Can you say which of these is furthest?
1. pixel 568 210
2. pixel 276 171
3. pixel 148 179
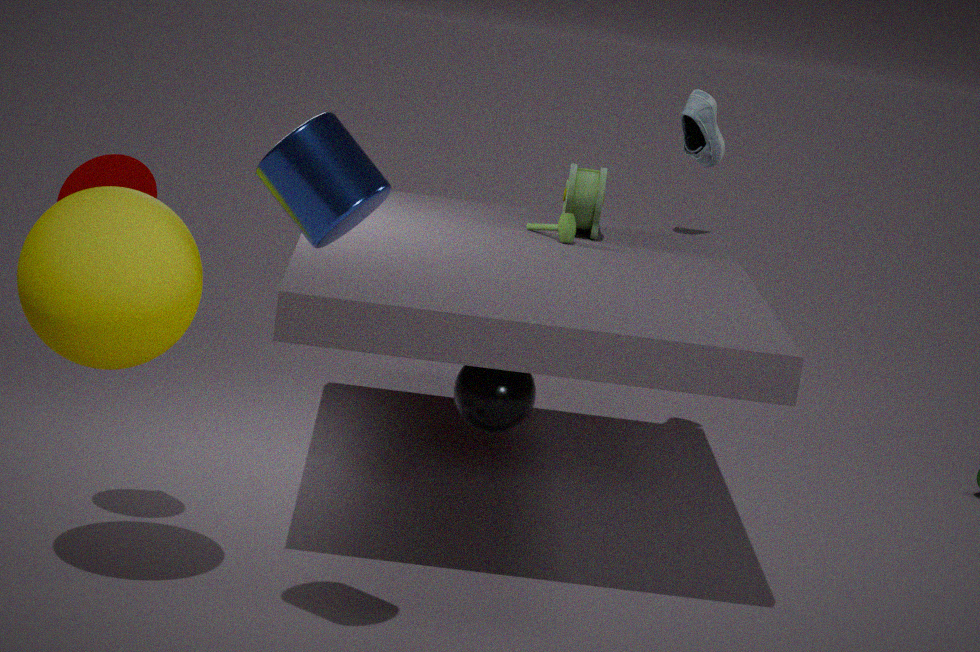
pixel 568 210
